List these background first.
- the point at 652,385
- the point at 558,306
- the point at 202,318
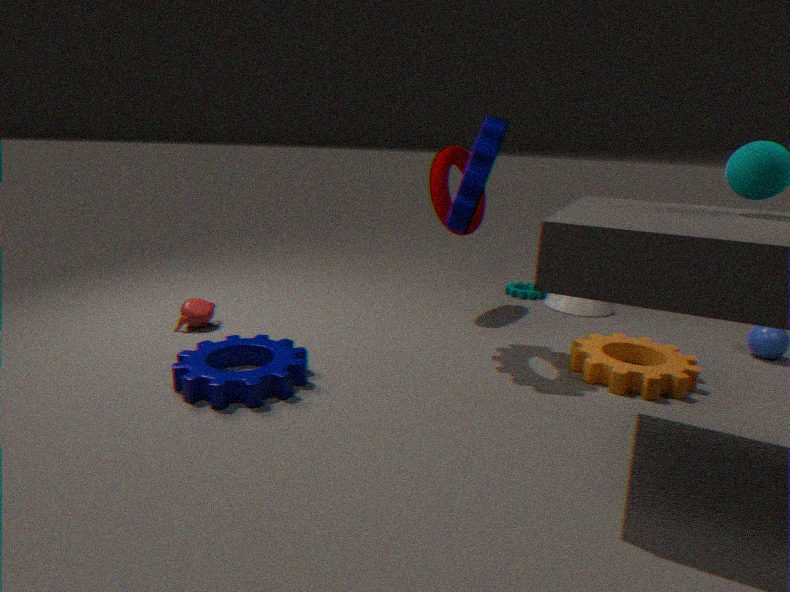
the point at 558,306
the point at 202,318
the point at 652,385
